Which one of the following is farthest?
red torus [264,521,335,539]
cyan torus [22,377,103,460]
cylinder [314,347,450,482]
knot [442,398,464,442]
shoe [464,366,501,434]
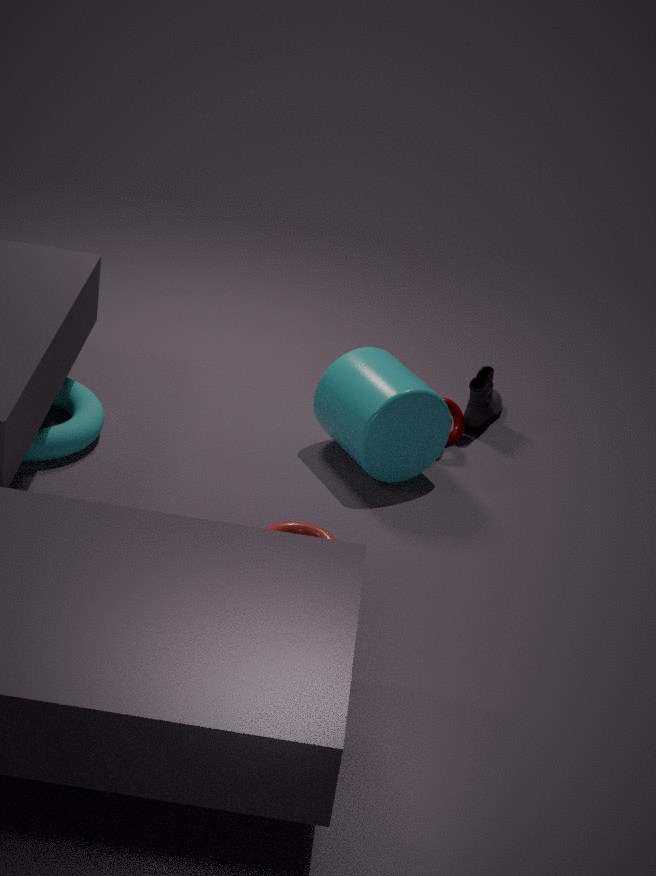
shoe [464,366,501,434]
